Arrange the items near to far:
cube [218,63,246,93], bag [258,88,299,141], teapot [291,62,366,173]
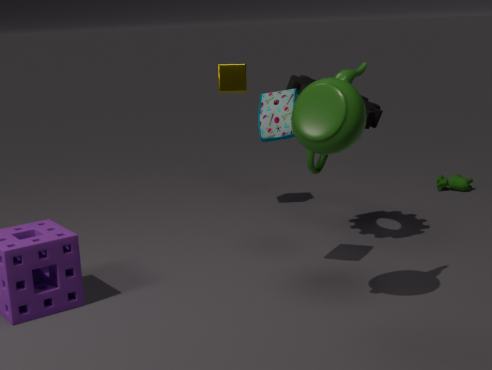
1. teapot [291,62,366,173]
2. bag [258,88,299,141]
3. cube [218,63,246,93]
